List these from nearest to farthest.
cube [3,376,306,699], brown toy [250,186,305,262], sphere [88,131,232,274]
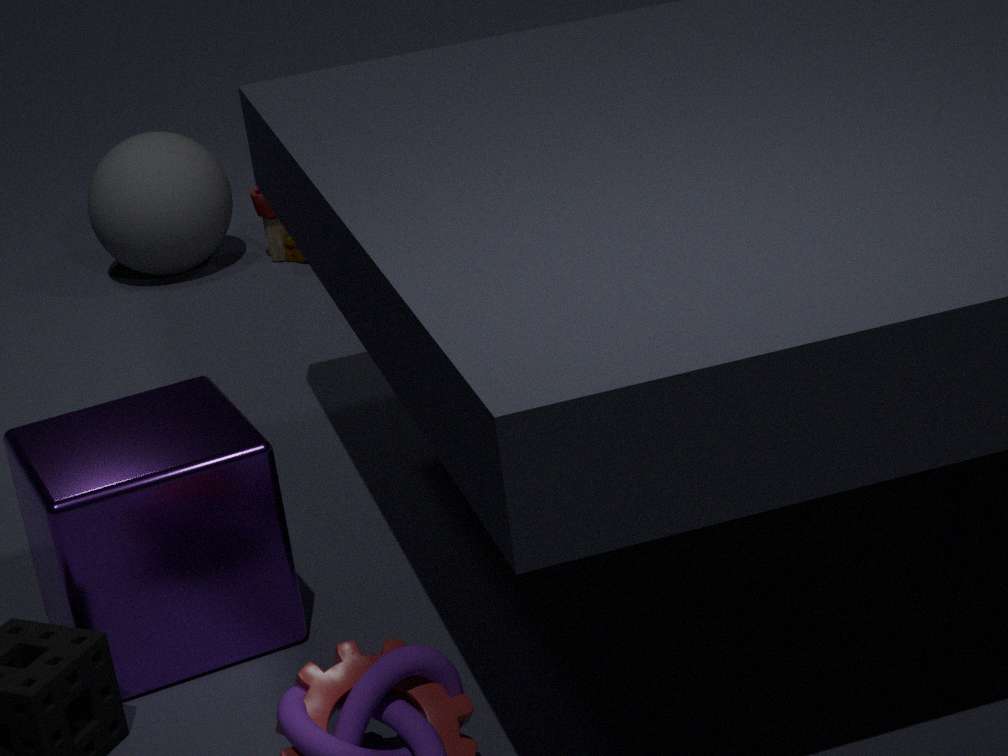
cube [3,376,306,699] < sphere [88,131,232,274] < brown toy [250,186,305,262]
